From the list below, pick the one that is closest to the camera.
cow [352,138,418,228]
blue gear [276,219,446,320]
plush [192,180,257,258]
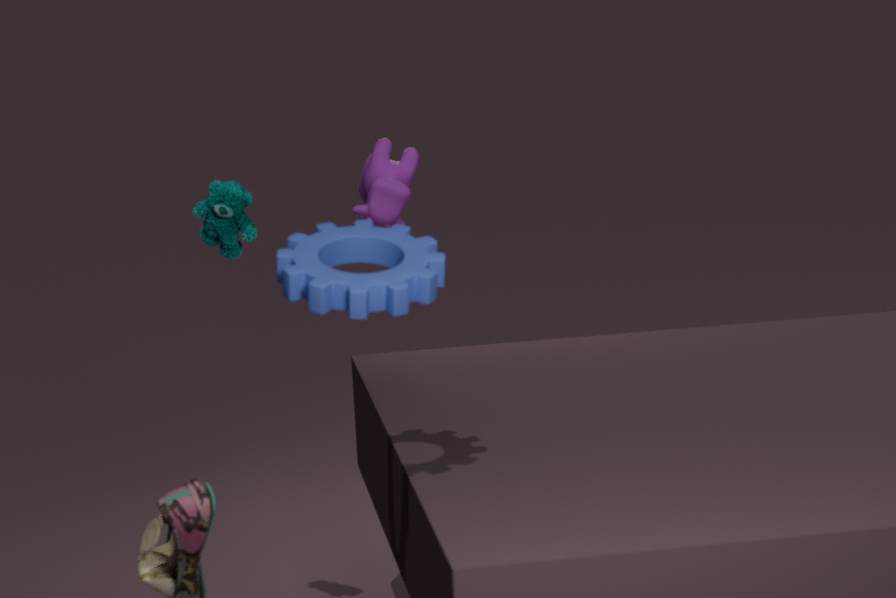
blue gear [276,219,446,320]
